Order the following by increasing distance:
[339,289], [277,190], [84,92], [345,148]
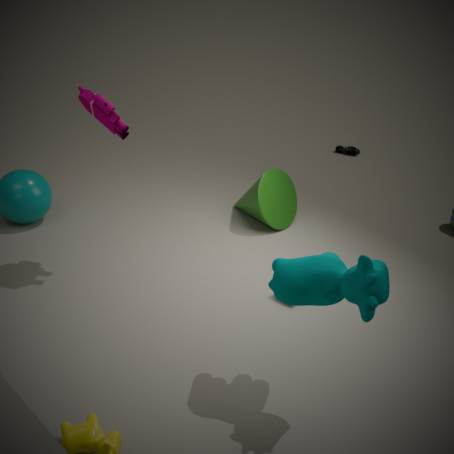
[339,289] < [84,92] < [277,190] < [345,148]
